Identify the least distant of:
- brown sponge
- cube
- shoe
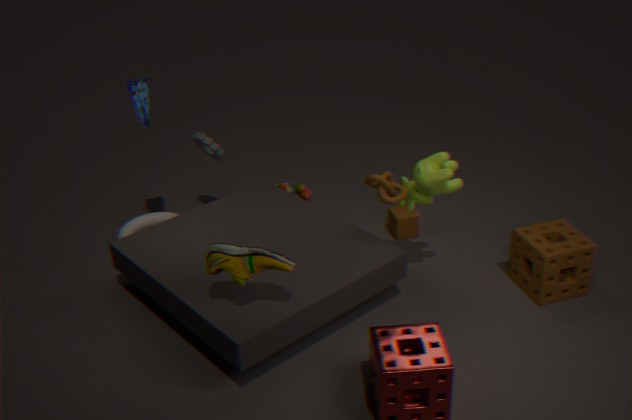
shoe
